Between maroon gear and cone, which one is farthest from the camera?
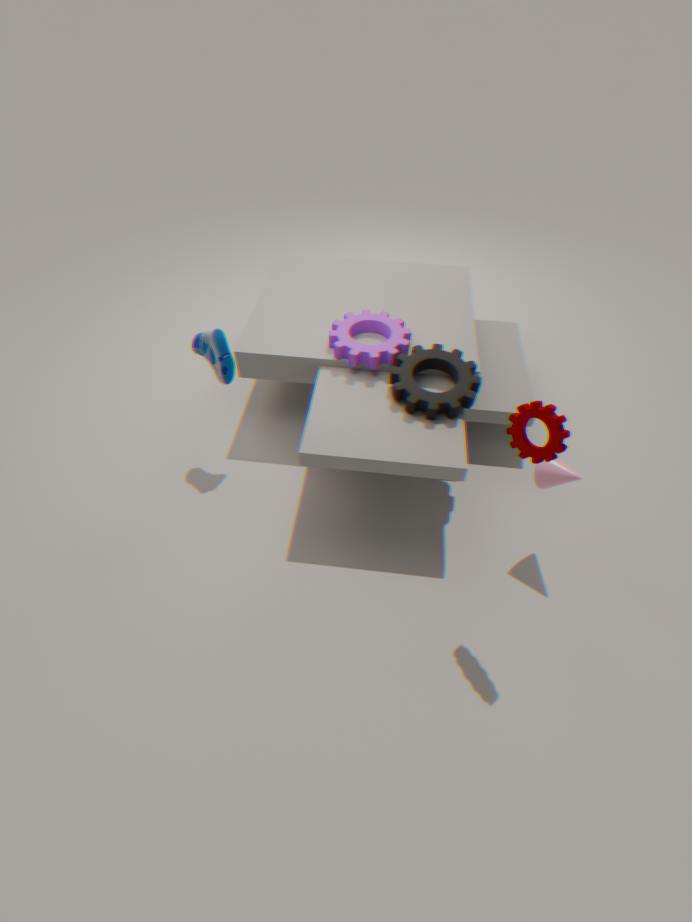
cone
